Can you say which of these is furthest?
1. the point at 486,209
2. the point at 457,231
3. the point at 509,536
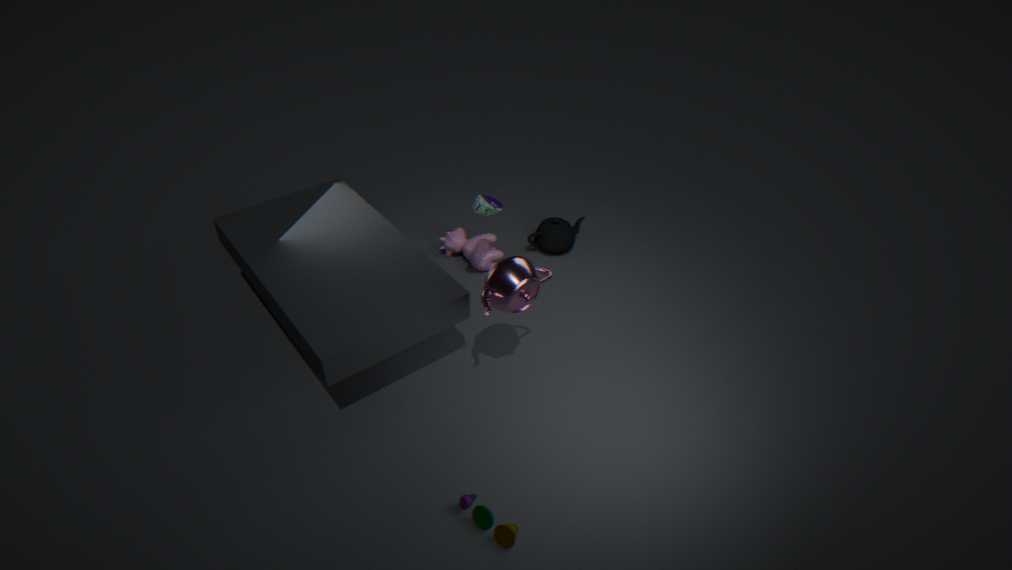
the point at 457,231
